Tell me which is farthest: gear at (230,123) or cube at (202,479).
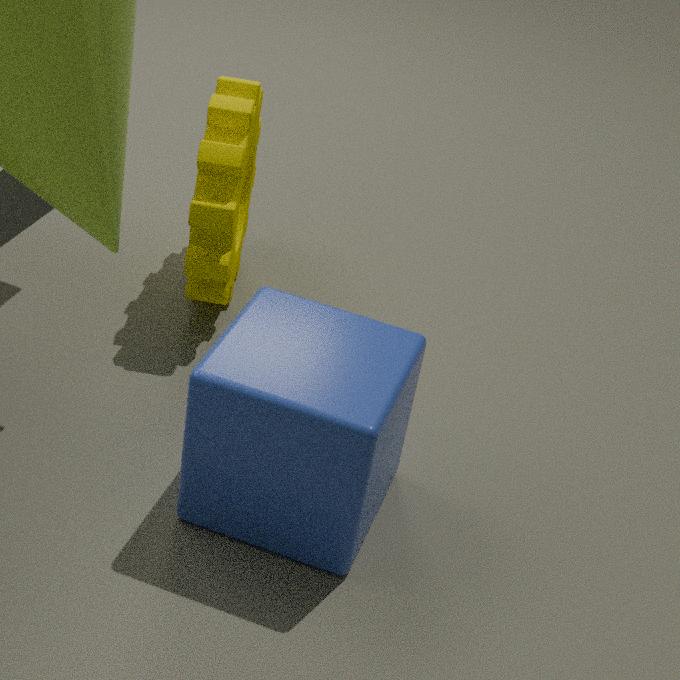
gear at (230,123)
